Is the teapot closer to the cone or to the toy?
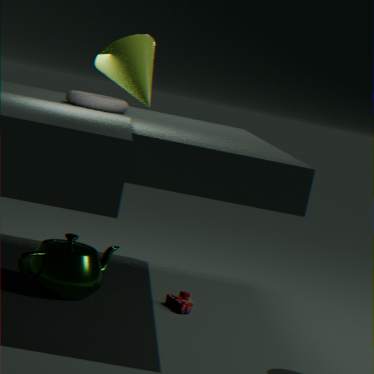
the toy
